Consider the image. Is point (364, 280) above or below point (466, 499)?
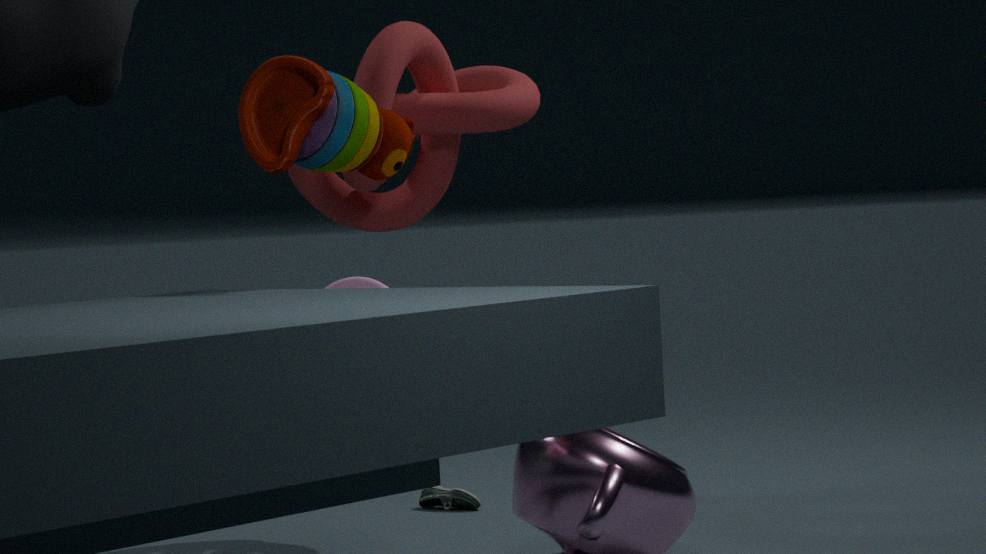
above
